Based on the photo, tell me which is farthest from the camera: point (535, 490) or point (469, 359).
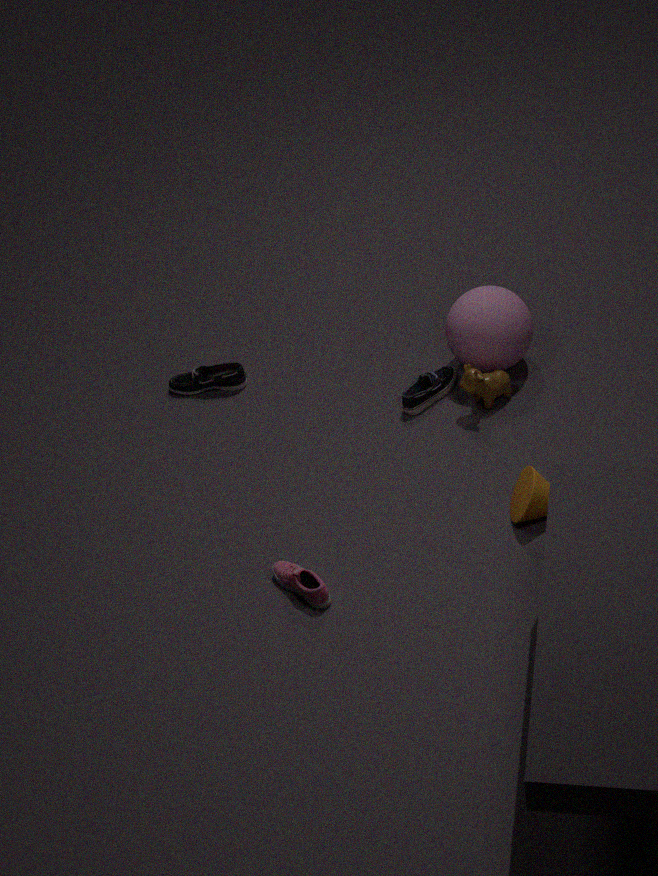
point (469, 359)
